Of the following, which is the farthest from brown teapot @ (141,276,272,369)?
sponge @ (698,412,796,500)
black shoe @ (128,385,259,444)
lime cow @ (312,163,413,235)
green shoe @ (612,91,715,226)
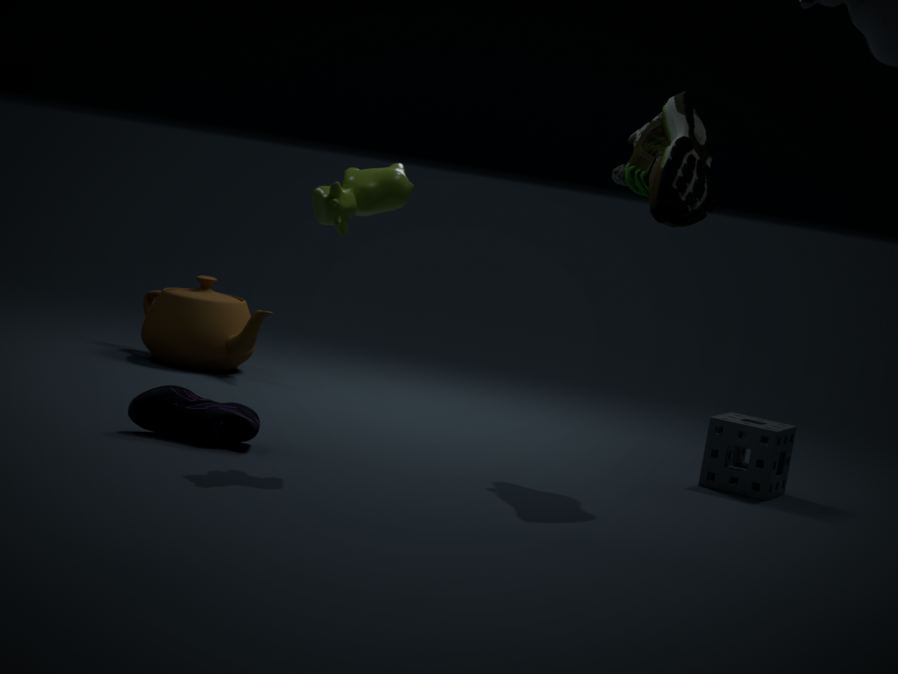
sponge @ (698,412,796,500)
